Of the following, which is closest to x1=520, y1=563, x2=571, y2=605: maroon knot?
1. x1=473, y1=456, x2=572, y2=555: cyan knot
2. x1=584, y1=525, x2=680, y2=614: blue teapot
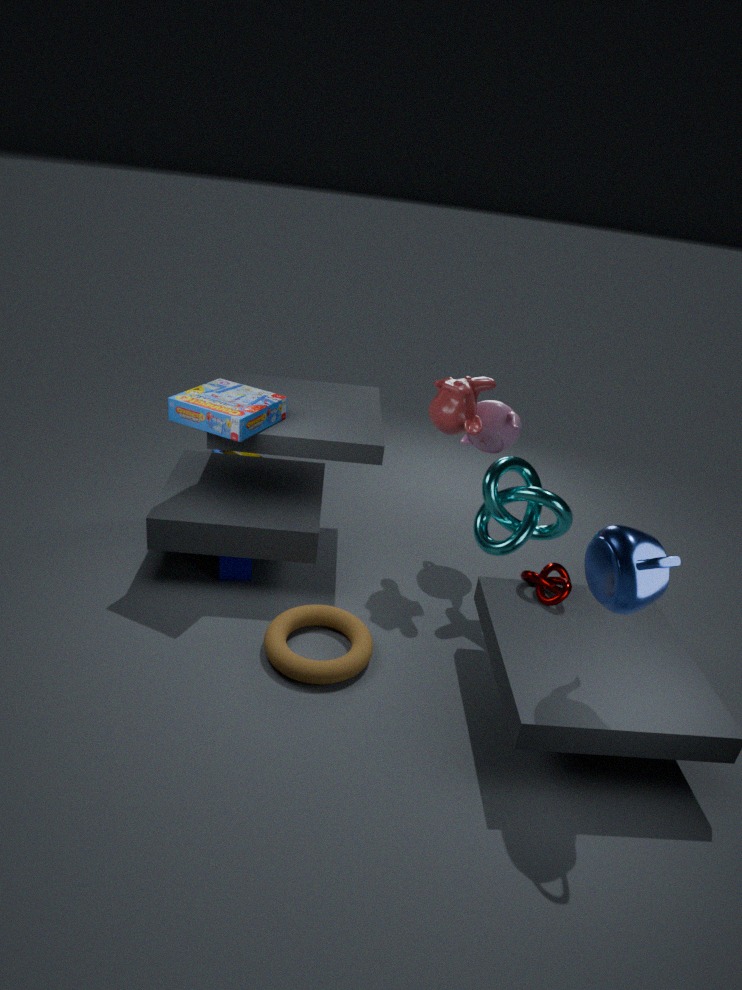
x1=473, y1=456, x2=572, y2=555: cyan knot
